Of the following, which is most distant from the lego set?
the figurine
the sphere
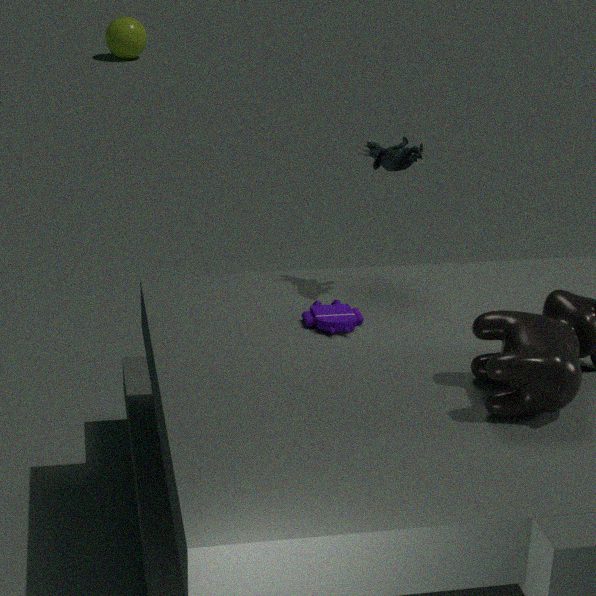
the sphere
